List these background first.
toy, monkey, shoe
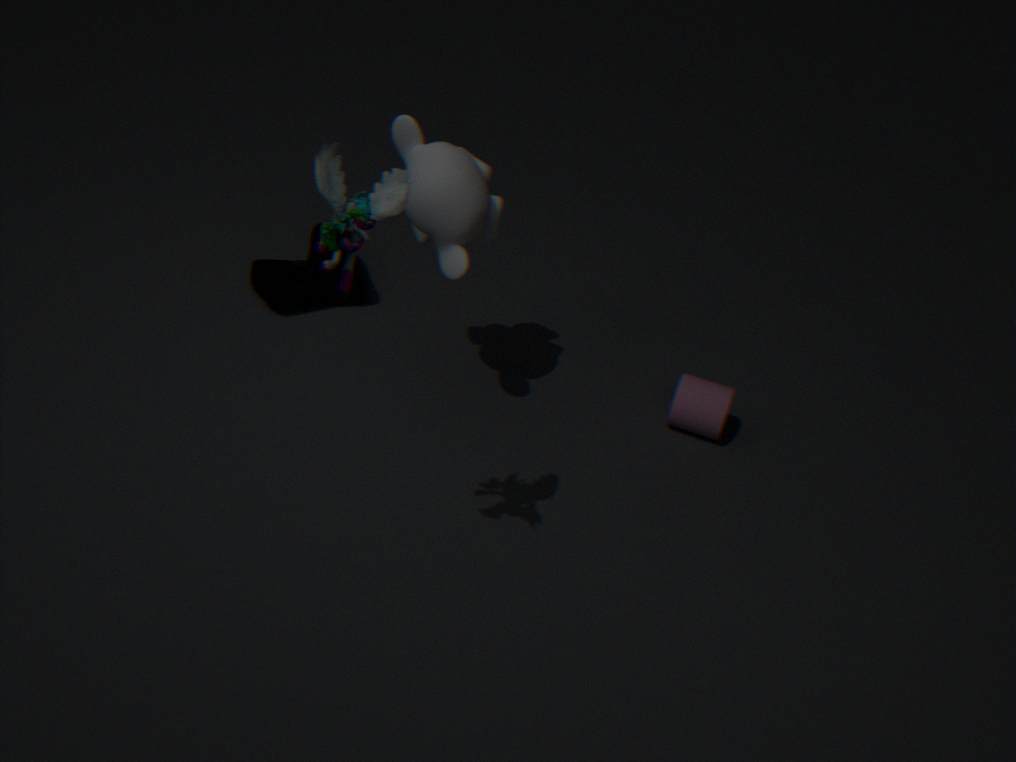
shoe < monkey < toy
